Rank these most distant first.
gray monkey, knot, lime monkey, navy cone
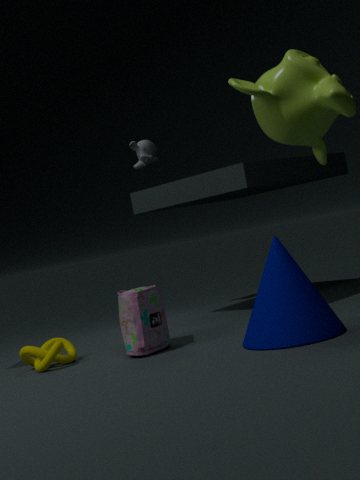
gray monkey, knot, navy cone, lime monkey
